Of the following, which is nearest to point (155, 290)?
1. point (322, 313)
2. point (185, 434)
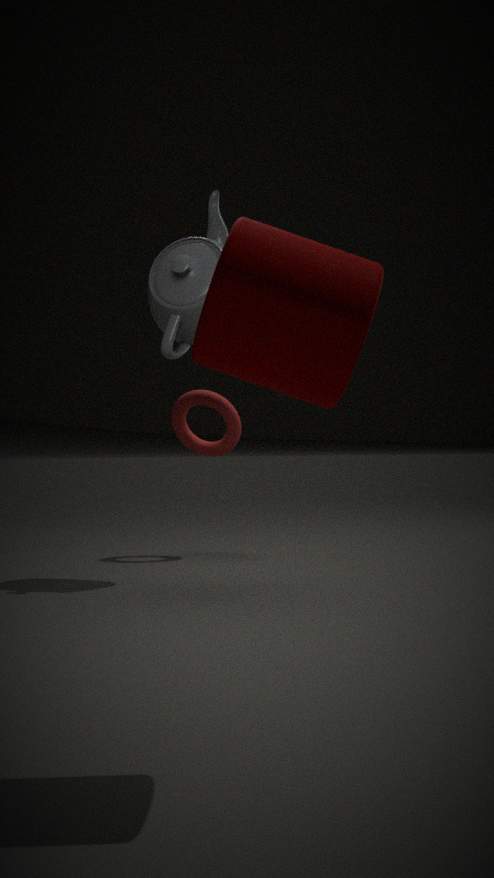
point (185, 434)
